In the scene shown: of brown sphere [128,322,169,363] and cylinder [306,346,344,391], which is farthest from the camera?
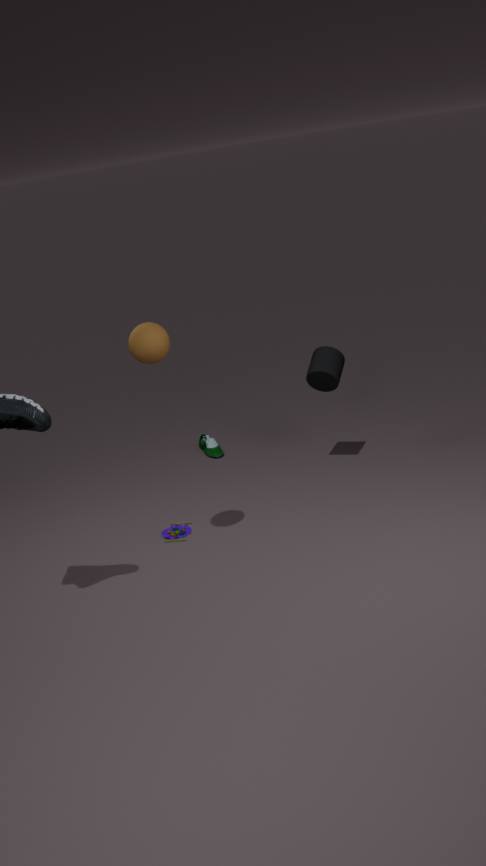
cylinder [306,346,344,391]
